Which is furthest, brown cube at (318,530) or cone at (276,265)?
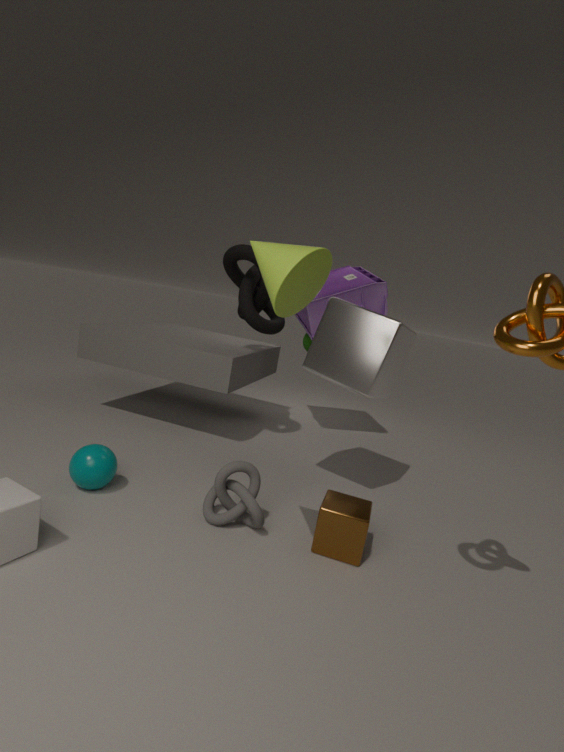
brown cube at (318,530)
